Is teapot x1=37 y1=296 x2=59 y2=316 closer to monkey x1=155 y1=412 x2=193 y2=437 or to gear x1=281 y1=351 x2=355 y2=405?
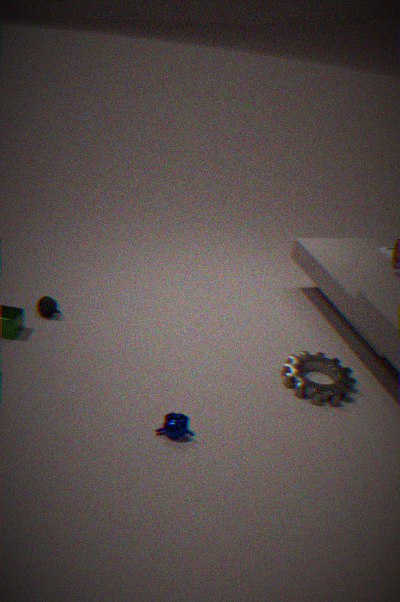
monkey x1=155 y1=412 x2=193 y2=437
